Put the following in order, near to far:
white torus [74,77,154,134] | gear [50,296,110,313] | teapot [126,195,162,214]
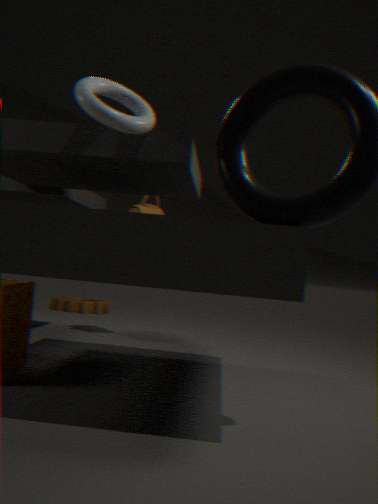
white torus [74,77,154,134], teapot [126,195,162,214], gear [50,296,110,313]
